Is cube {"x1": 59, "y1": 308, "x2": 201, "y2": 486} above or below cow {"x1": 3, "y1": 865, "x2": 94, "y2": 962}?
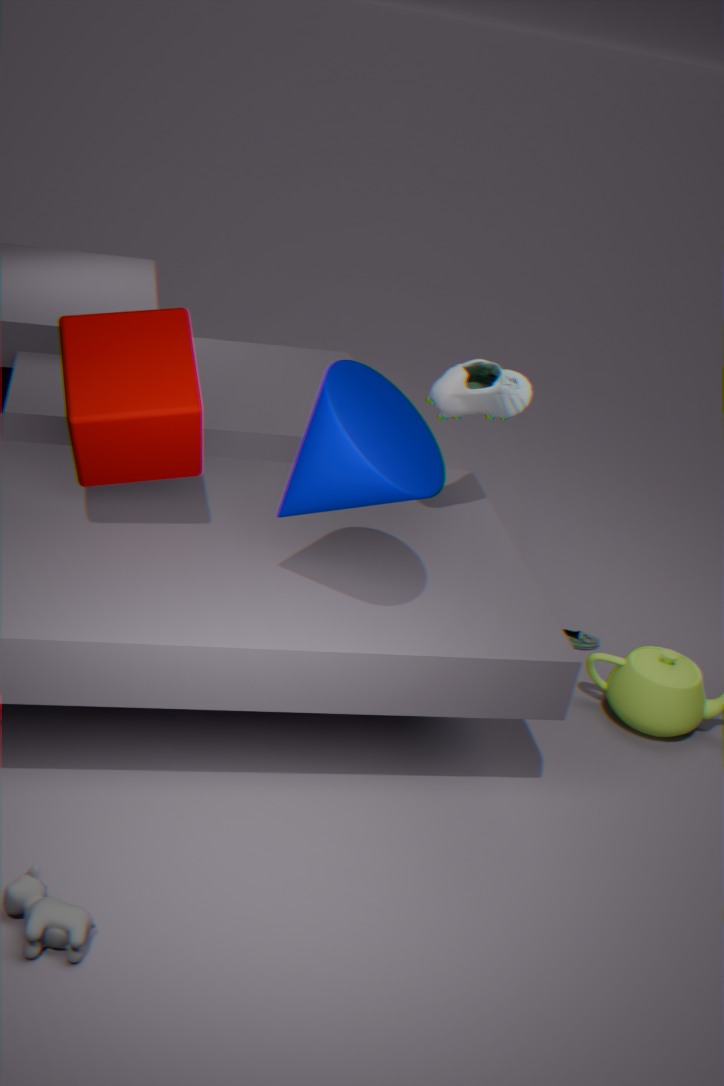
above
